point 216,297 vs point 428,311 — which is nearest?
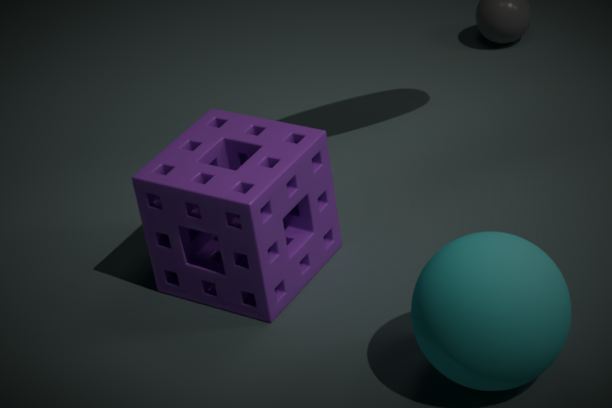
point 428,311
